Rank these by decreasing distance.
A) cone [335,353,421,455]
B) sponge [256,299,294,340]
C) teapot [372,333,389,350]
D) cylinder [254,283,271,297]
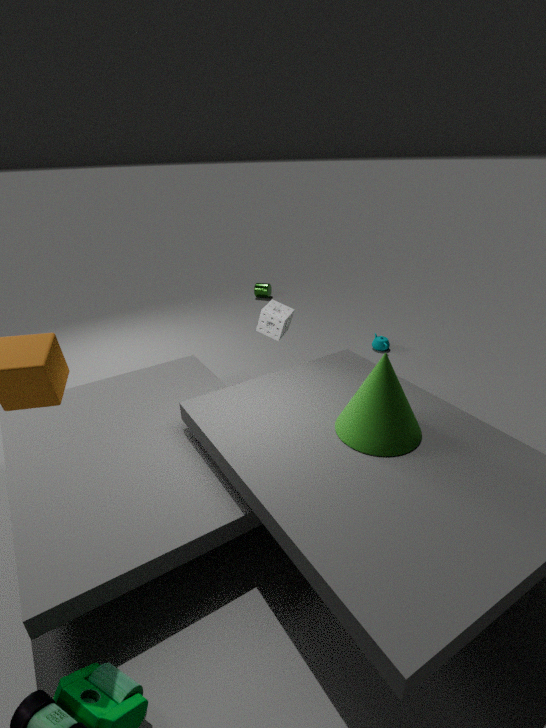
cylinder [254,283,271,297], teapot [372,333,389,350], sponge [256,299,294,340], cone [335,353,421,455]
